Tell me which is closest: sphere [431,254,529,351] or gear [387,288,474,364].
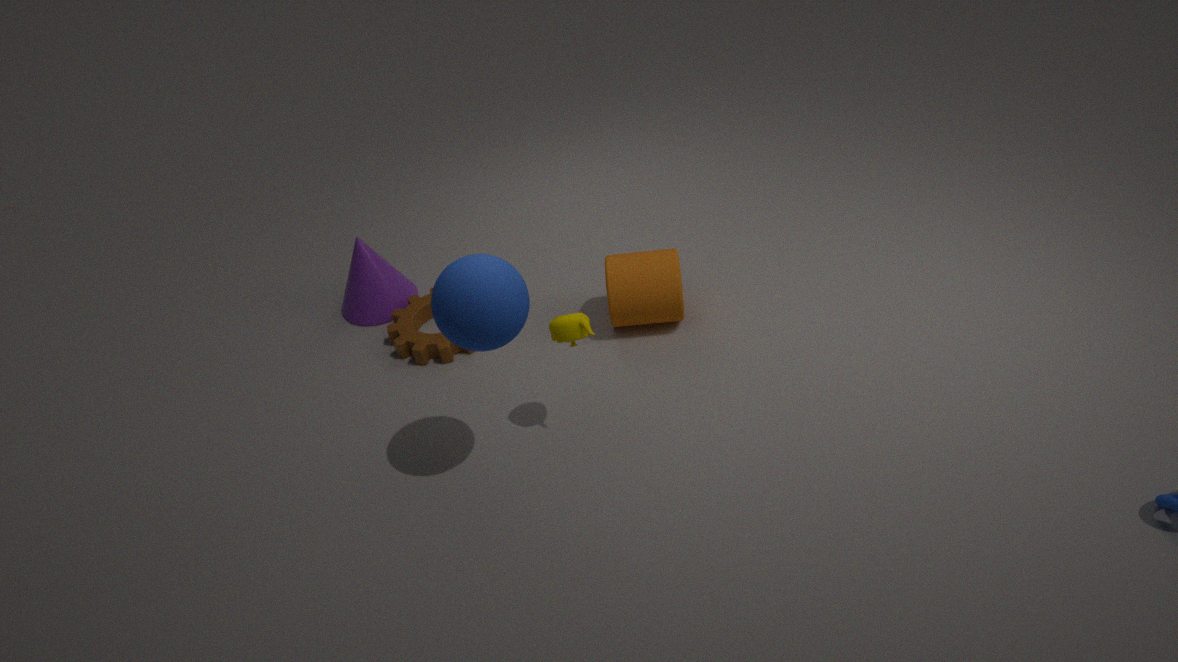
sphere [431,254,529,351]
